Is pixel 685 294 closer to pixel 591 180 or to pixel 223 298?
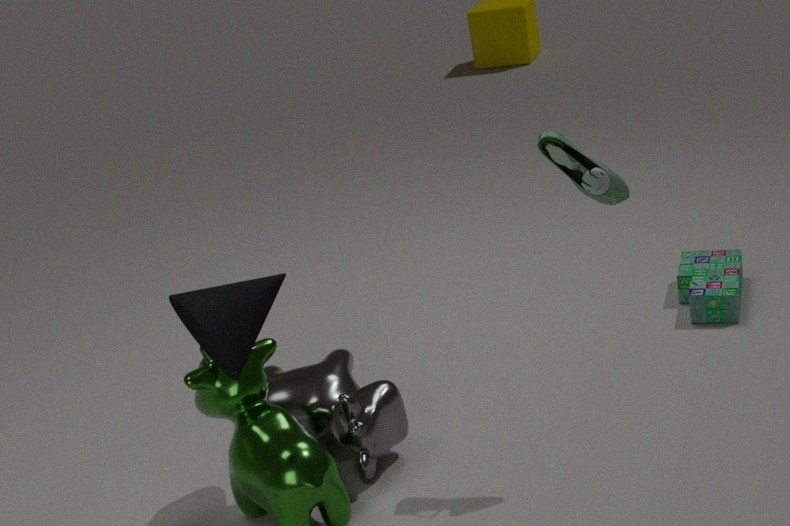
pixel 591 180
